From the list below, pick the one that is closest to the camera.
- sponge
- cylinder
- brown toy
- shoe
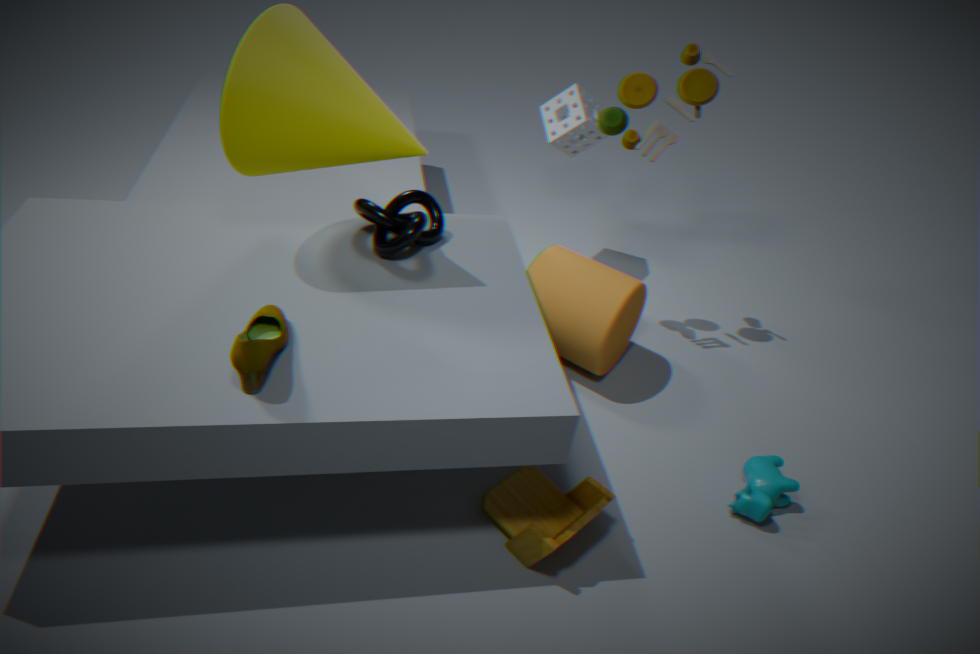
shoe
